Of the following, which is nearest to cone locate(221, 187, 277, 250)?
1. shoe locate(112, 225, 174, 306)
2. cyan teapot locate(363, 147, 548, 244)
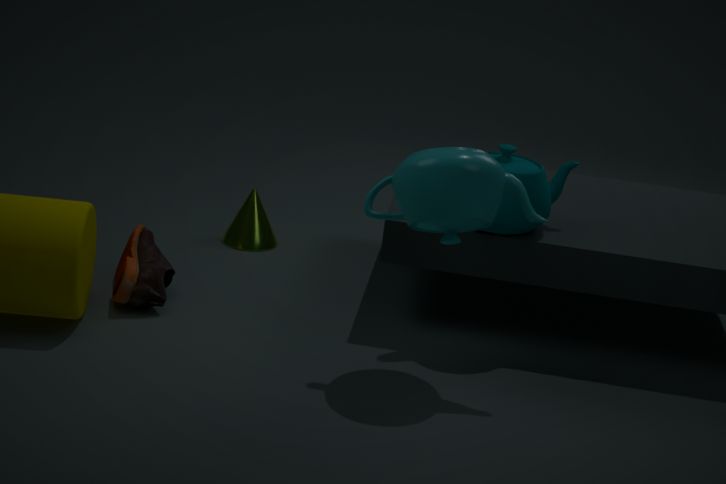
shoe locate(112, 225, 174, 306)
